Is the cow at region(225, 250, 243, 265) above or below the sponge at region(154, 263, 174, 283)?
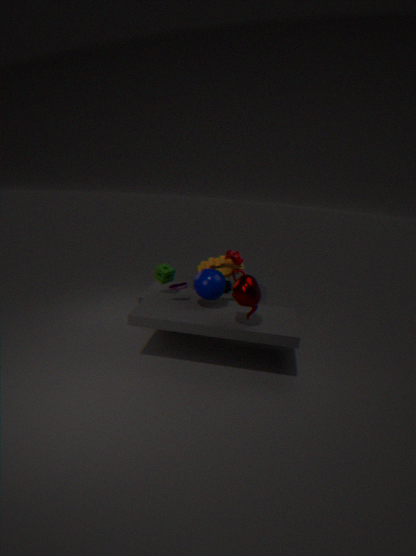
above
